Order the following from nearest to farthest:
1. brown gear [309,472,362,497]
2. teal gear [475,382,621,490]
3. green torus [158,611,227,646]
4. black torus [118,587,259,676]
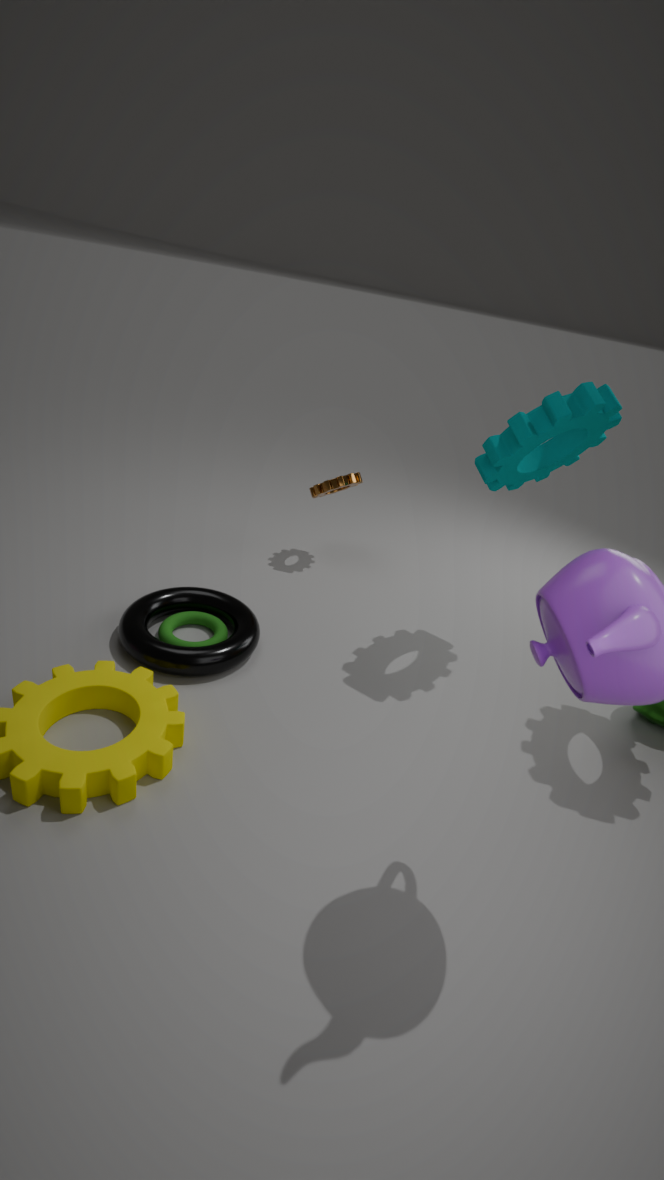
1. teal gear [475,382,621,490]
2. black torus [118,587,259,676]
3. green torus [158,611,227,646]
4. brown gear [309,472,362,497]
